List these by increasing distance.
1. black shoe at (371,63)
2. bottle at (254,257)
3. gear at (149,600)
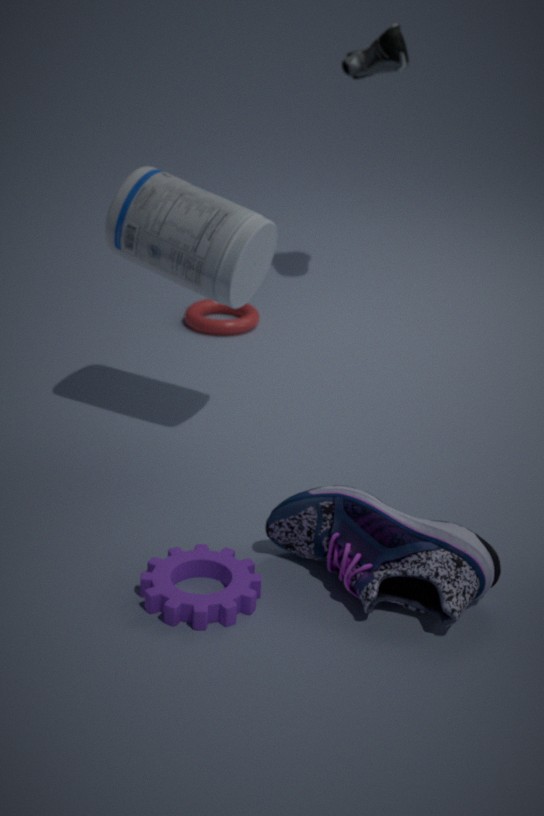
gear at (149,600) < bottle at (254,257) < black shoe at (371,63)
